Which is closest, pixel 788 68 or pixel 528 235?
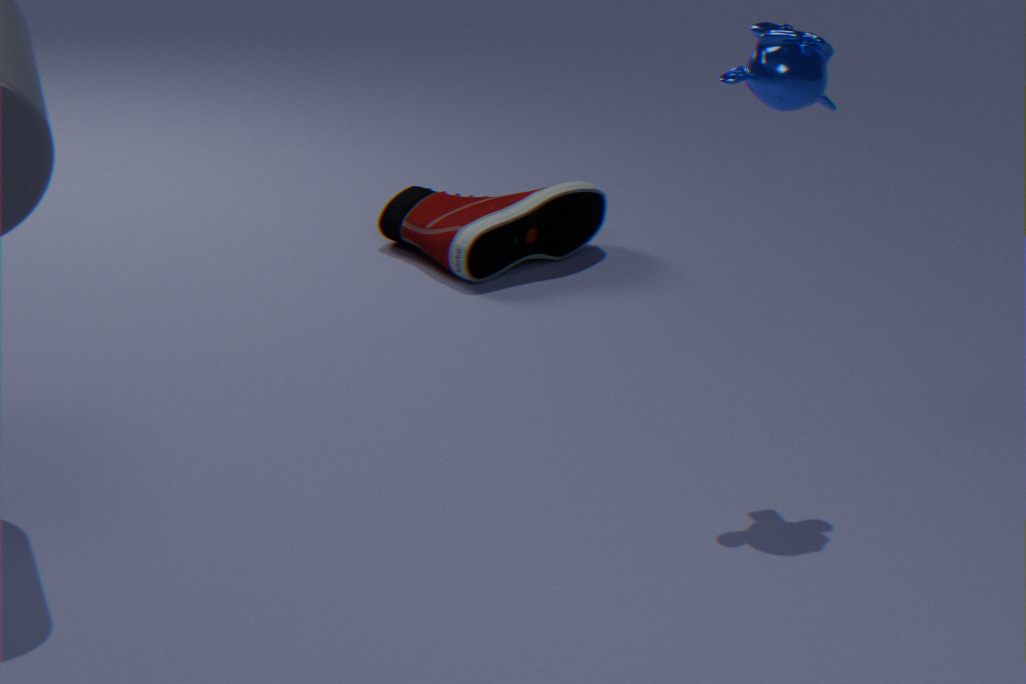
pixel 788 68
